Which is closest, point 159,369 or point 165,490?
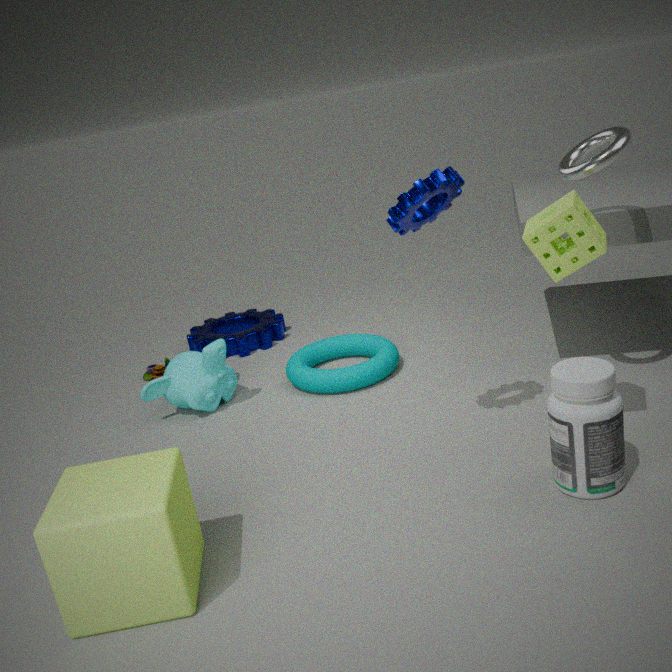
point 165,490
